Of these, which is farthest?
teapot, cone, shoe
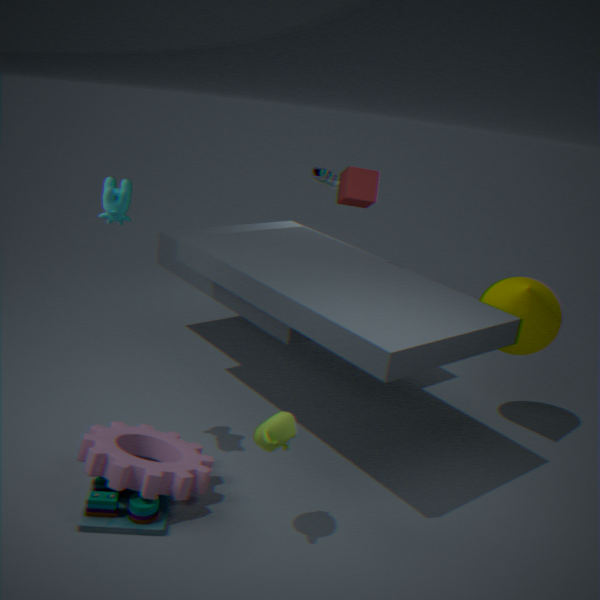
shoe
